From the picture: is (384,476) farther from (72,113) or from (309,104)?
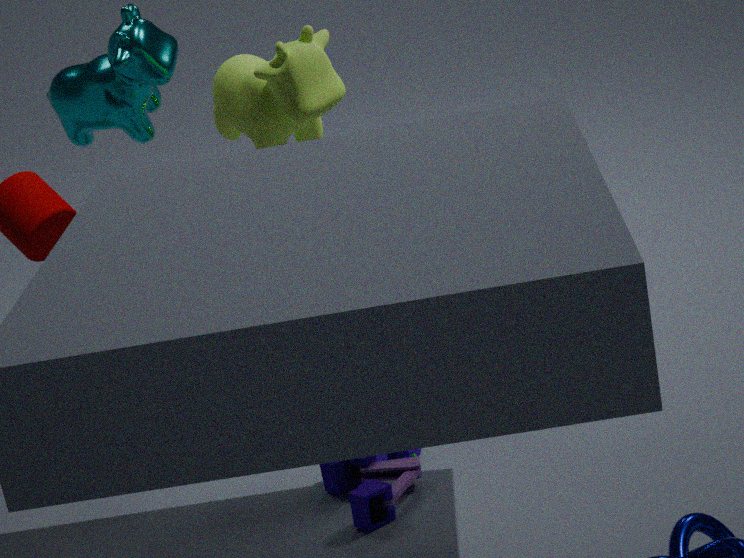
(72,113)
